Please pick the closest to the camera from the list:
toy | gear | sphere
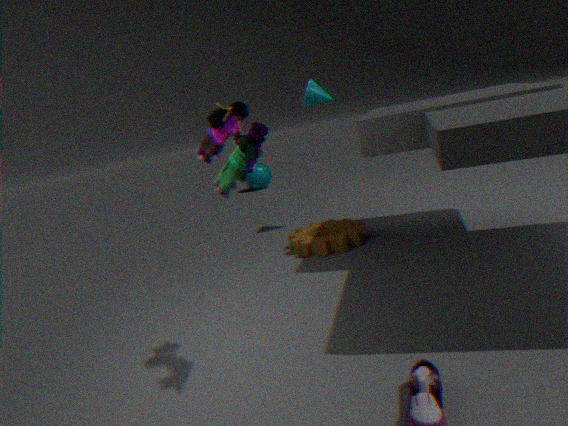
toy
